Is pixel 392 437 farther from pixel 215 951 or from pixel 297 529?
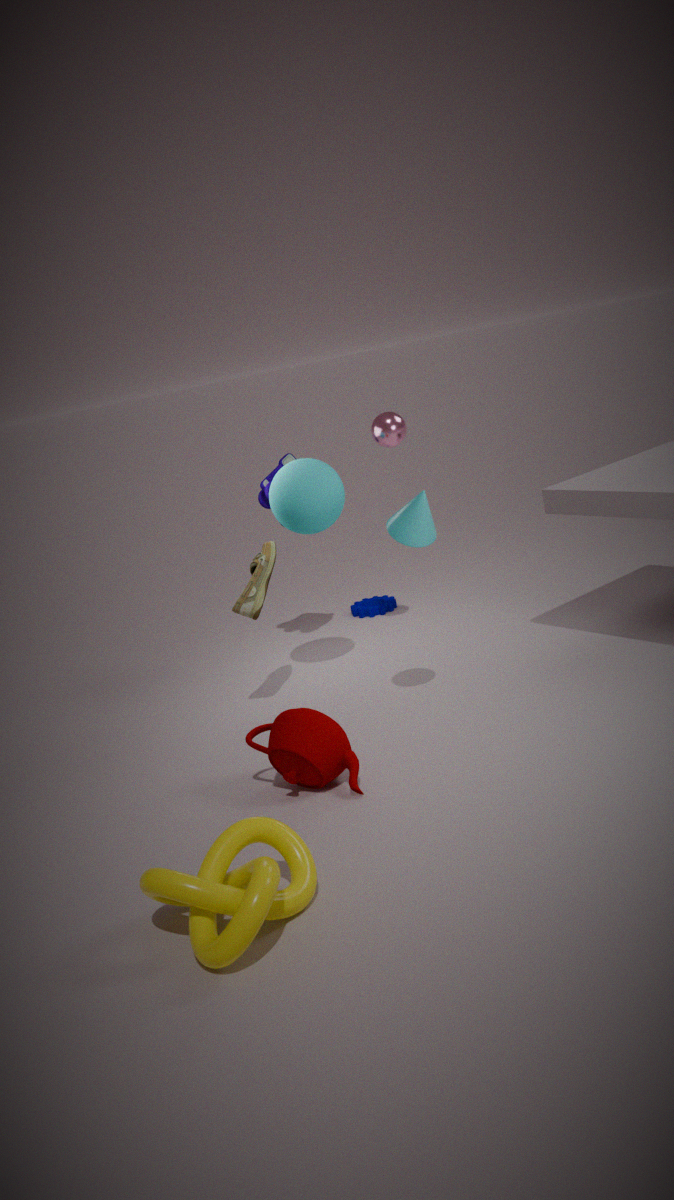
pixel 215 951
